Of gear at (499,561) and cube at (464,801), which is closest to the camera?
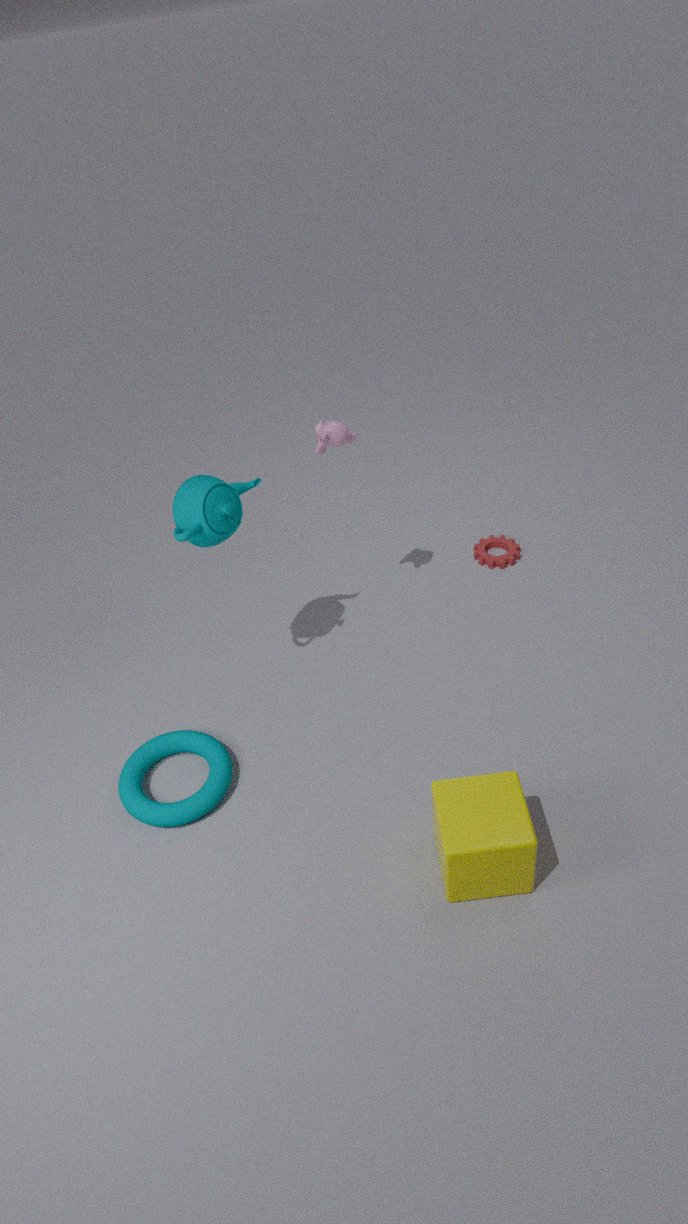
cube at (464,801)
